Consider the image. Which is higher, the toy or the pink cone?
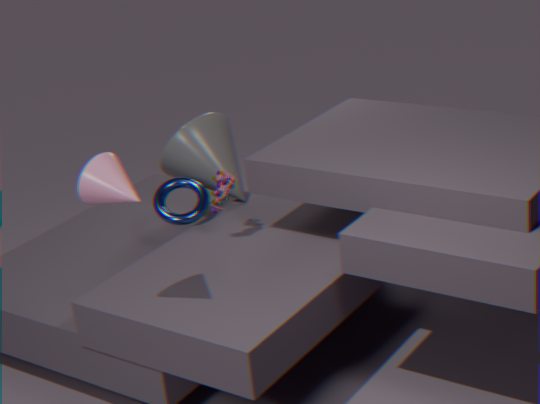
the pink cone
